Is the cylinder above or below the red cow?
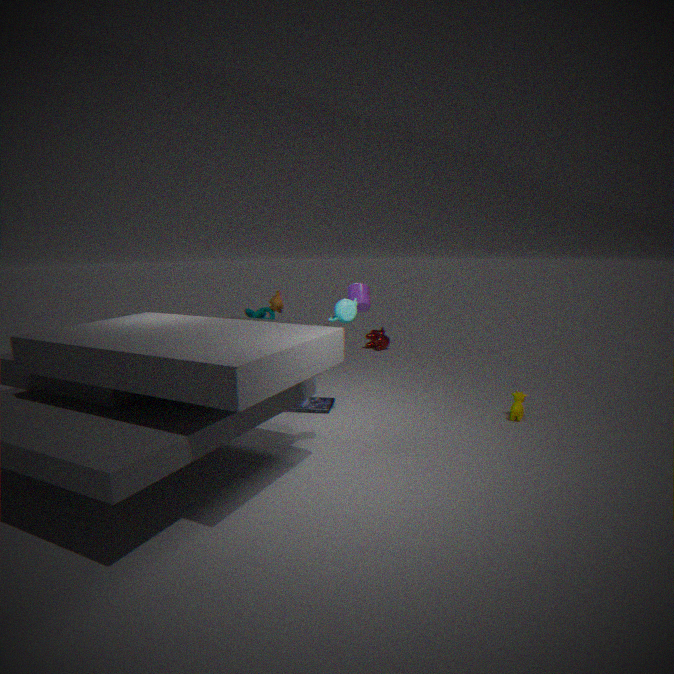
above
